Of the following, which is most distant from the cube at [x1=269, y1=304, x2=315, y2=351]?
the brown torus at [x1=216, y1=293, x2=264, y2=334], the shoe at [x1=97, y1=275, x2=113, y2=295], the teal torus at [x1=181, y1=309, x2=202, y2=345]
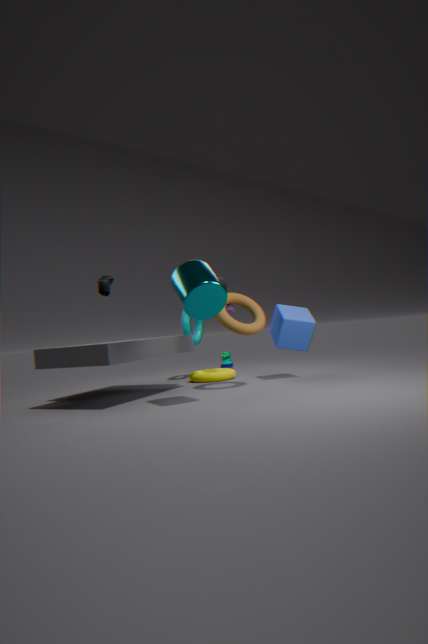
the shoe at [x1=97, y1=275, x2=113, y2=295]
